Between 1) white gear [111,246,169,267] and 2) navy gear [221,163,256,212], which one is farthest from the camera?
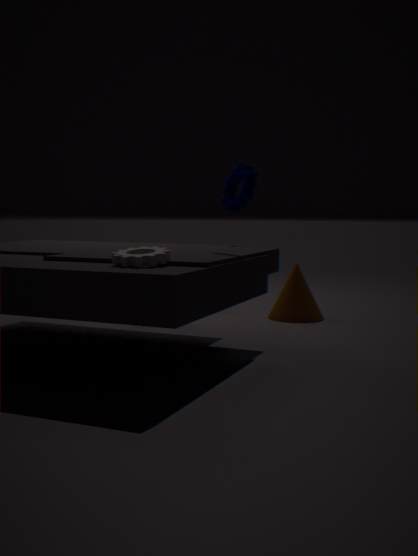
2. navy gear [221,163,256,212]
